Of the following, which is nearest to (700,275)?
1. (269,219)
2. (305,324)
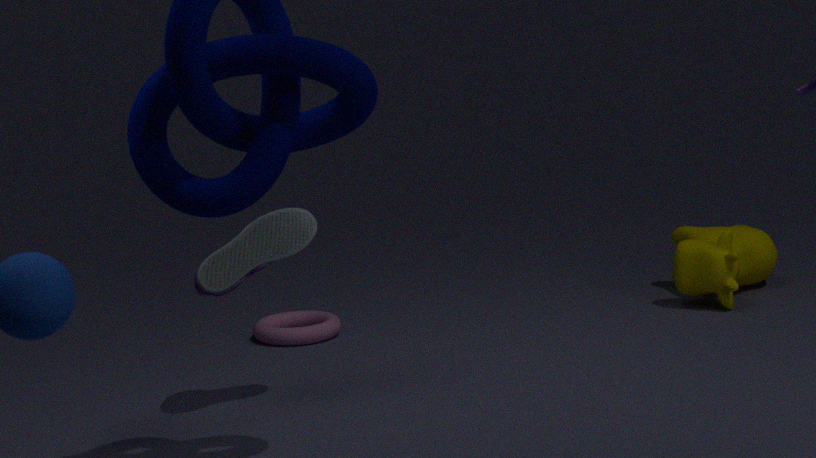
(305,324)
